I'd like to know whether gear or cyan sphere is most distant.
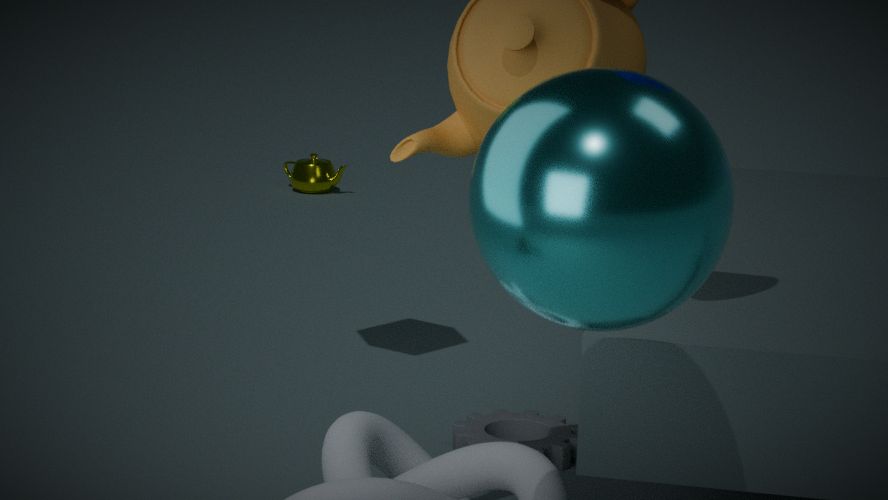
gear
